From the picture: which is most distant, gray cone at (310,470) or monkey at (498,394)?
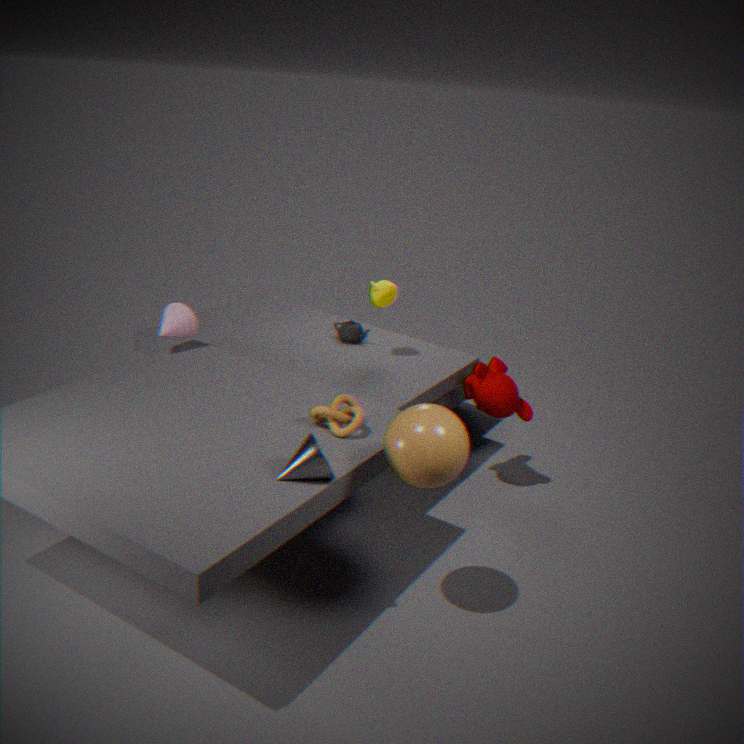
monkey at (498,394)
